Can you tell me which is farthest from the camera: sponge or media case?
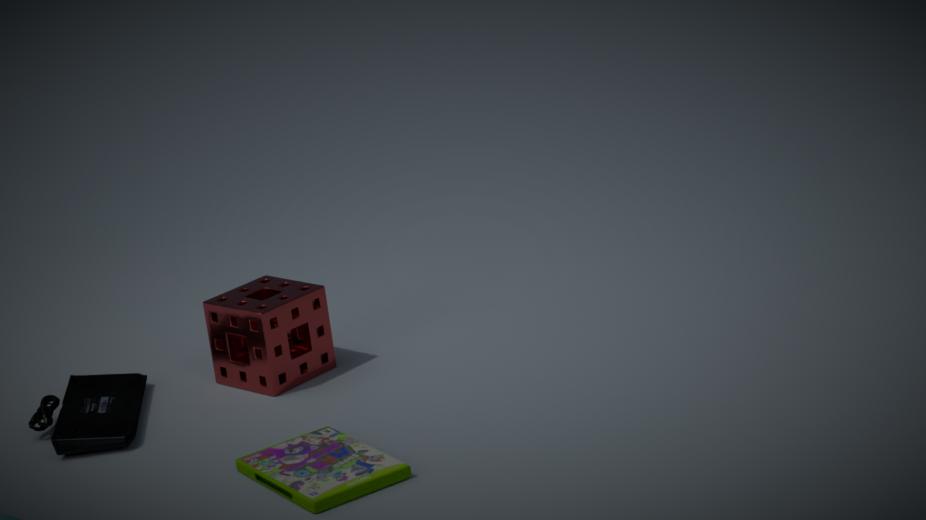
sponge
